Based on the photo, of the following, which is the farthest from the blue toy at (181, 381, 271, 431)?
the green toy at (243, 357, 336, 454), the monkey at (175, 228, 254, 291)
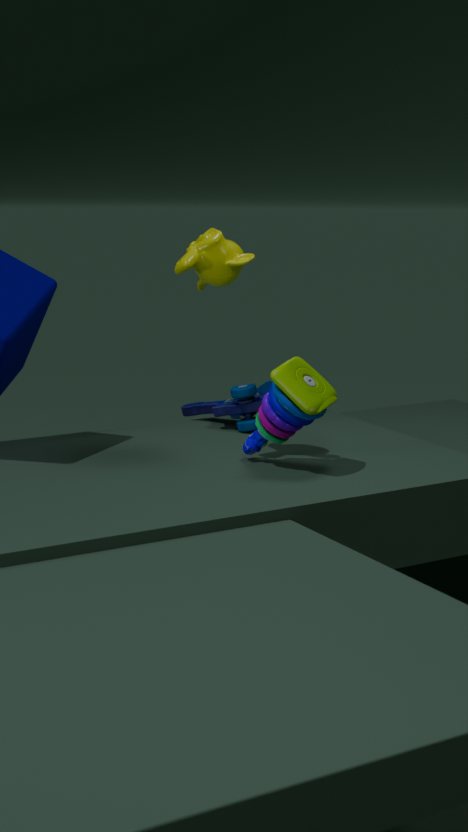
the monkey at (175, 228, 254, 291)
